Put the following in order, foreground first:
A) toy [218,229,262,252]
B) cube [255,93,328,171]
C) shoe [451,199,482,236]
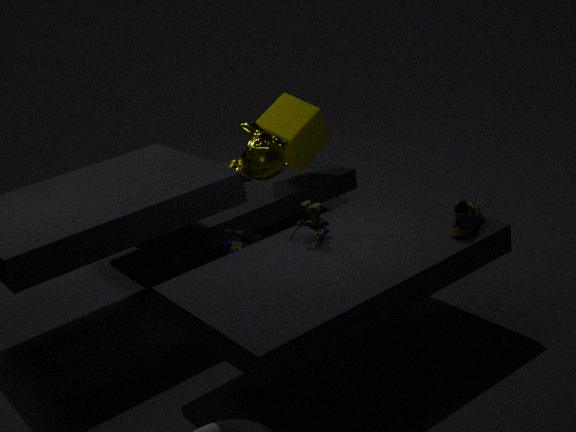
shoe [451,199,482,236]
toy [218,229,262,252]
cube [255,93,328,171]
